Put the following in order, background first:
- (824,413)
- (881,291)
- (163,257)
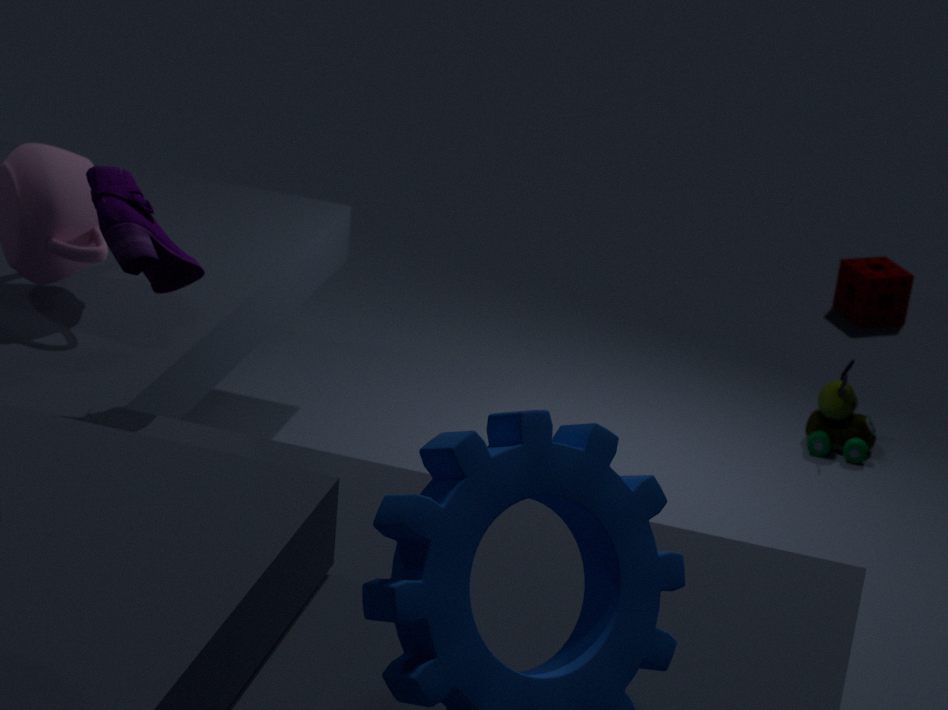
(881,291) → (824,413) → (163,257)
